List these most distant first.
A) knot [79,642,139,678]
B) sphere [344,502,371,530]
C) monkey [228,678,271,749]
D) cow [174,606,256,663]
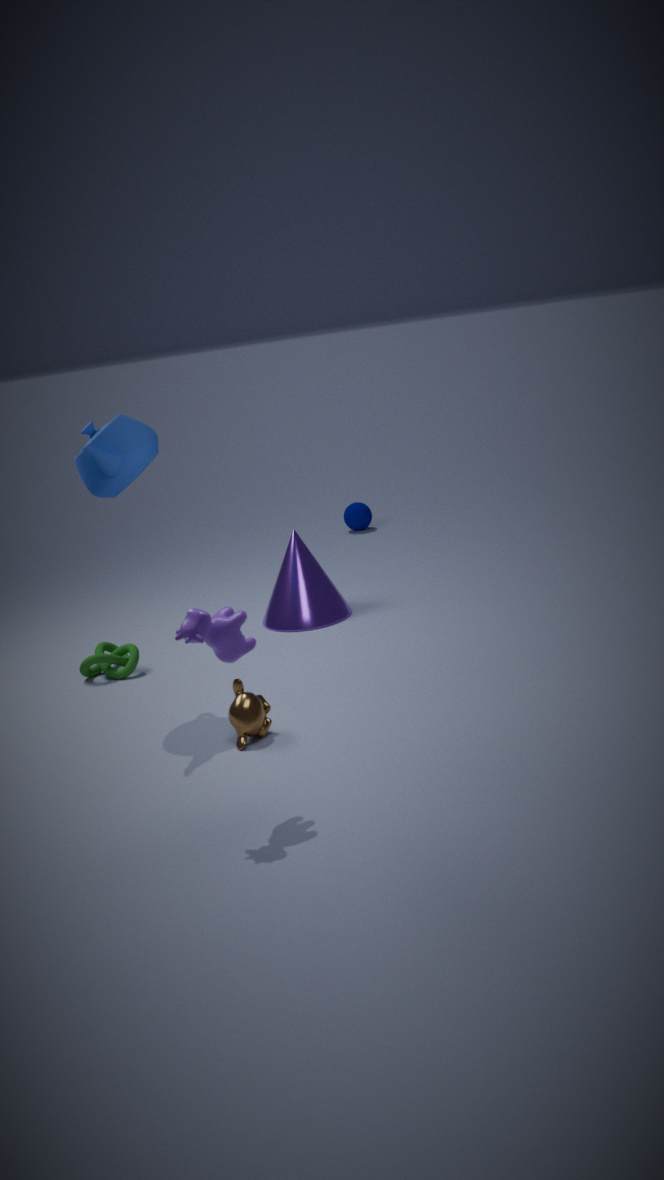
sphere [344,502,371,530], knot [79,642,139,678], monkey [228,678,271,749], cow [174,606,256,663]
